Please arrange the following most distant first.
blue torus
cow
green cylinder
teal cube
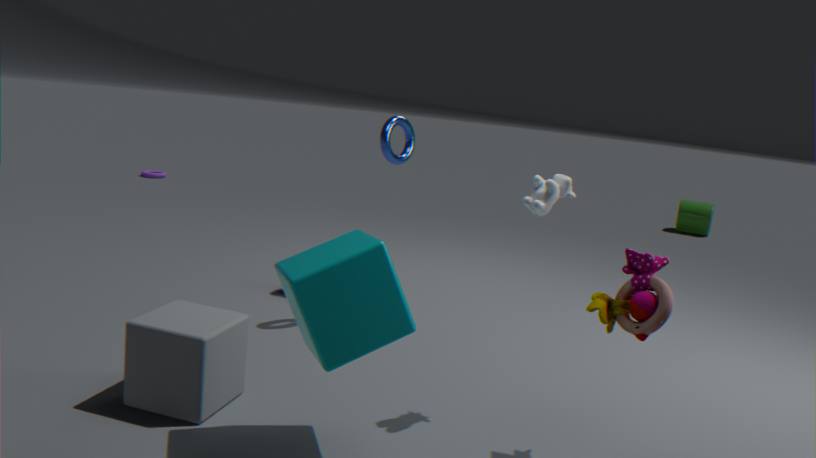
green cylinder
blue torus
cow
teal cube
